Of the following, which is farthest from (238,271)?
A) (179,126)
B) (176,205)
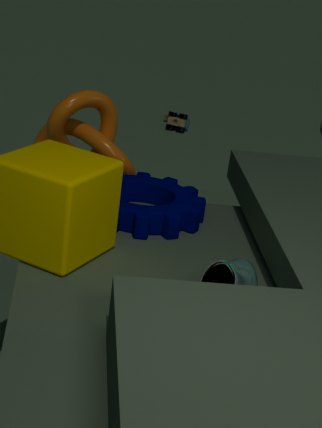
(179,126)
